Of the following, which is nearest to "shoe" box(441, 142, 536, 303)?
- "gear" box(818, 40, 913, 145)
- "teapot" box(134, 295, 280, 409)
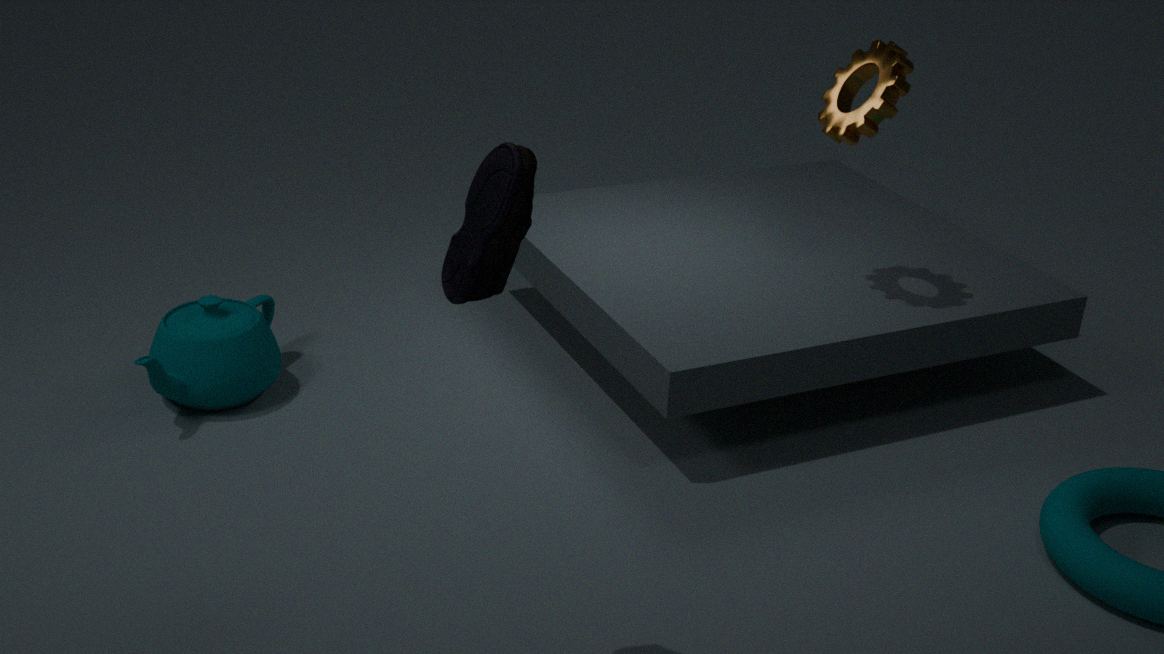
"teapot" box(134, 295, 280, 409)
